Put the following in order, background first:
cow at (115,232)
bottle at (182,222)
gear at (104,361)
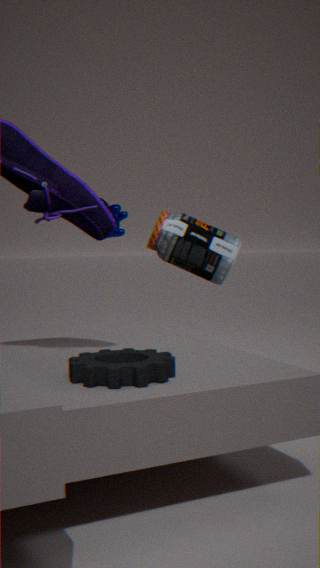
1. cow at (115,232)
2. bottle at (182,222)
3. gear at (104,361)
